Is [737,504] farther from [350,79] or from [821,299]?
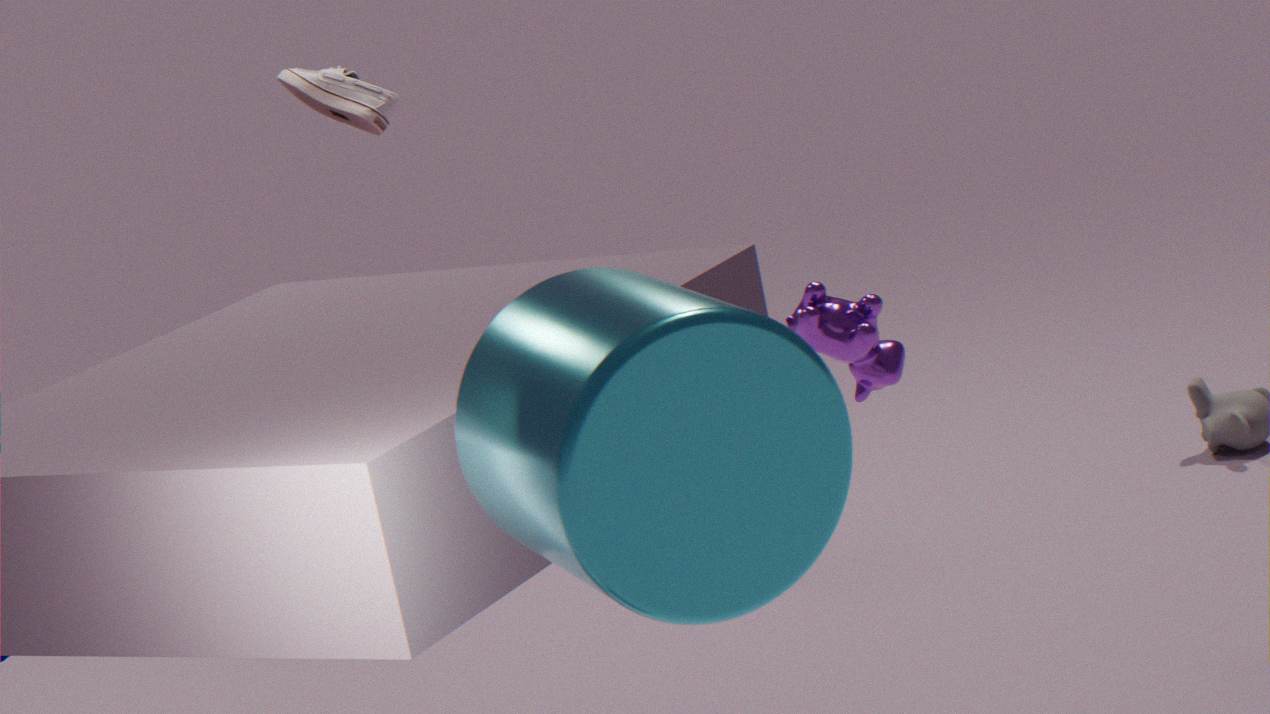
[350,79]
